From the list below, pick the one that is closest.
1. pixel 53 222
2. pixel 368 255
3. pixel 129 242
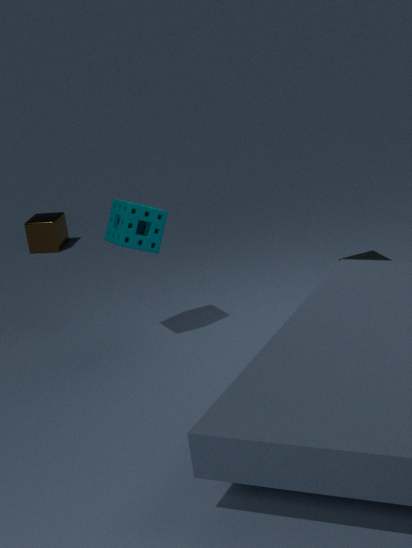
pixel 129 242
